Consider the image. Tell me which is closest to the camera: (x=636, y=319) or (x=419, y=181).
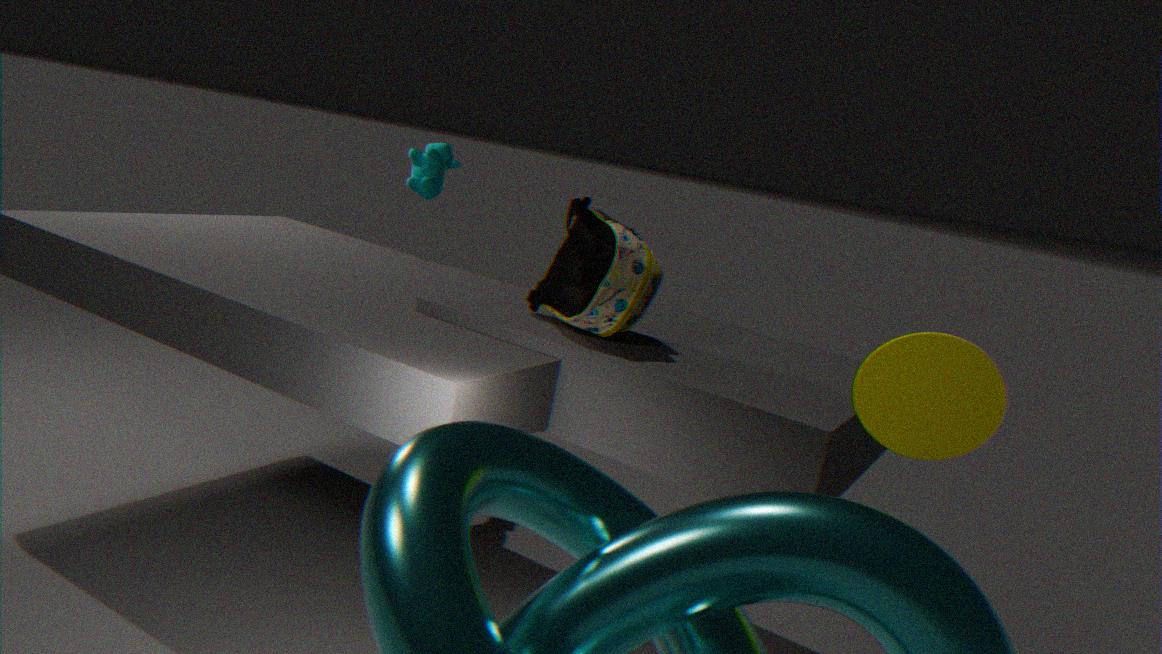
(x=636, y=319)
